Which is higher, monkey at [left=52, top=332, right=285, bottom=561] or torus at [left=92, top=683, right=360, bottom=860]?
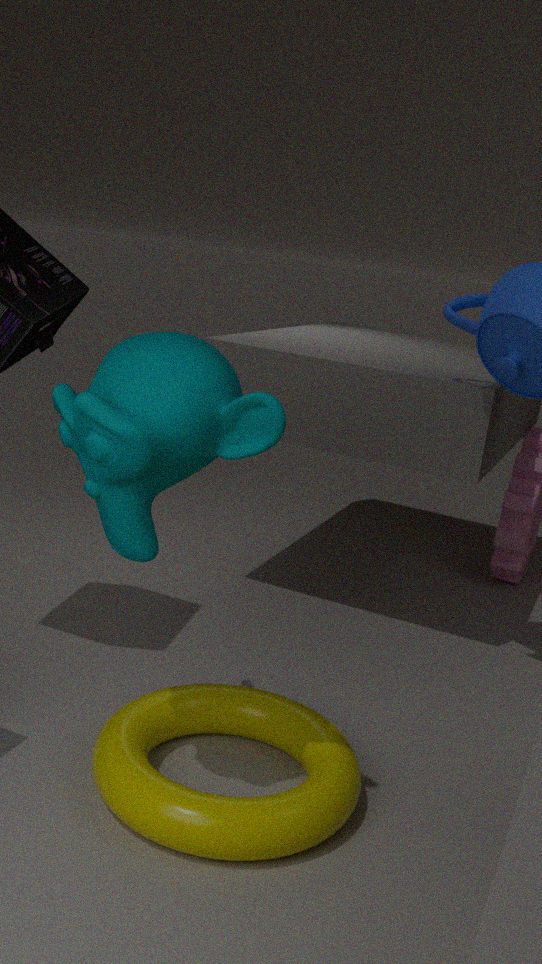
monkey at [left=52, top=332, right=285, bottom=561]
